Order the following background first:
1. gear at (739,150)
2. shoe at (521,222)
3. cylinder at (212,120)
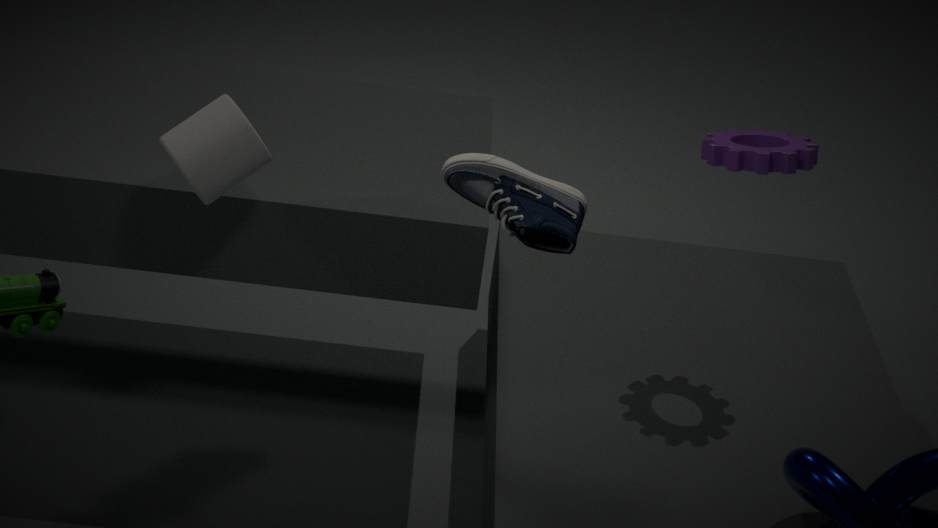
gear at (739,150), cylinder at (212,120), shoe at (521,222)
